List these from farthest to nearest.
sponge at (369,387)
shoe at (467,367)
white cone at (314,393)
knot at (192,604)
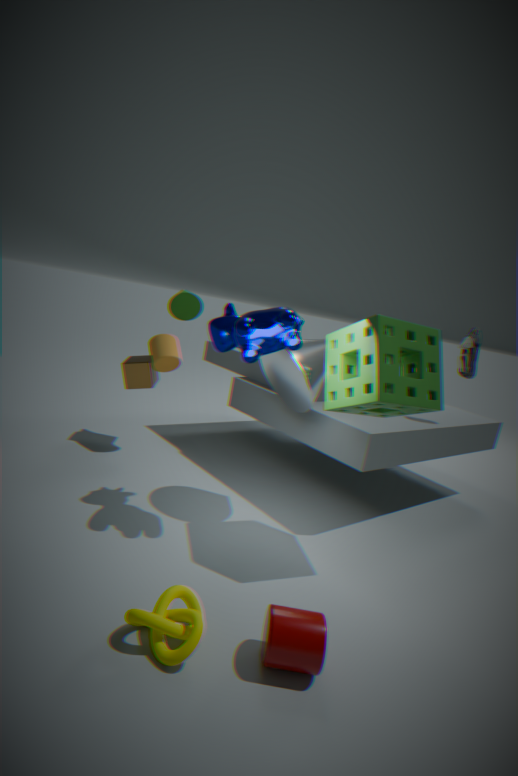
shoe at (467,367), white cone at (314,393), sponge at (369,387), knot at (192,604)
